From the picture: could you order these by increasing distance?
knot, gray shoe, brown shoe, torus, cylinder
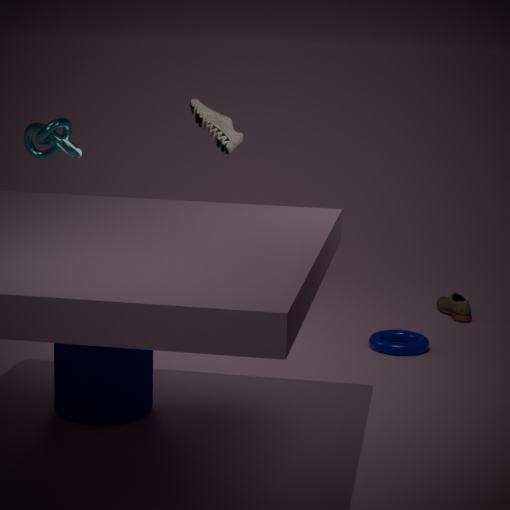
1. cylinder
2. gray shoe
3. torus
4. knot
5. brown shoe
